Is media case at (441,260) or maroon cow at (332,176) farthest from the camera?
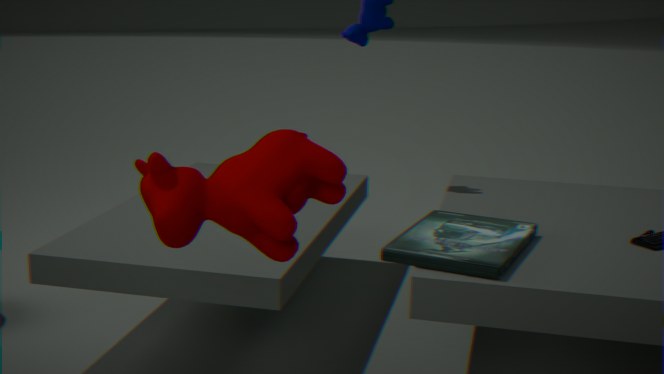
media case at (441,260)
